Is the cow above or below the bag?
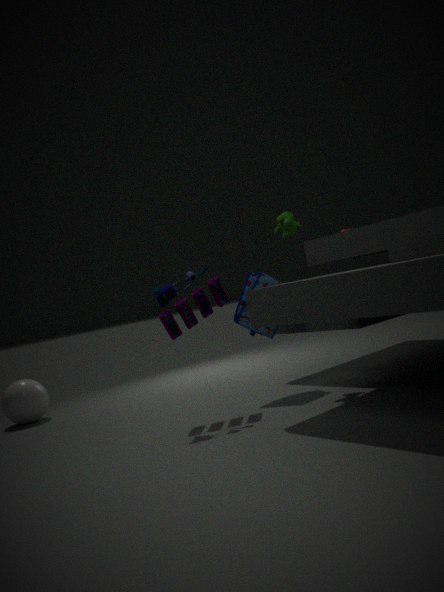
above
